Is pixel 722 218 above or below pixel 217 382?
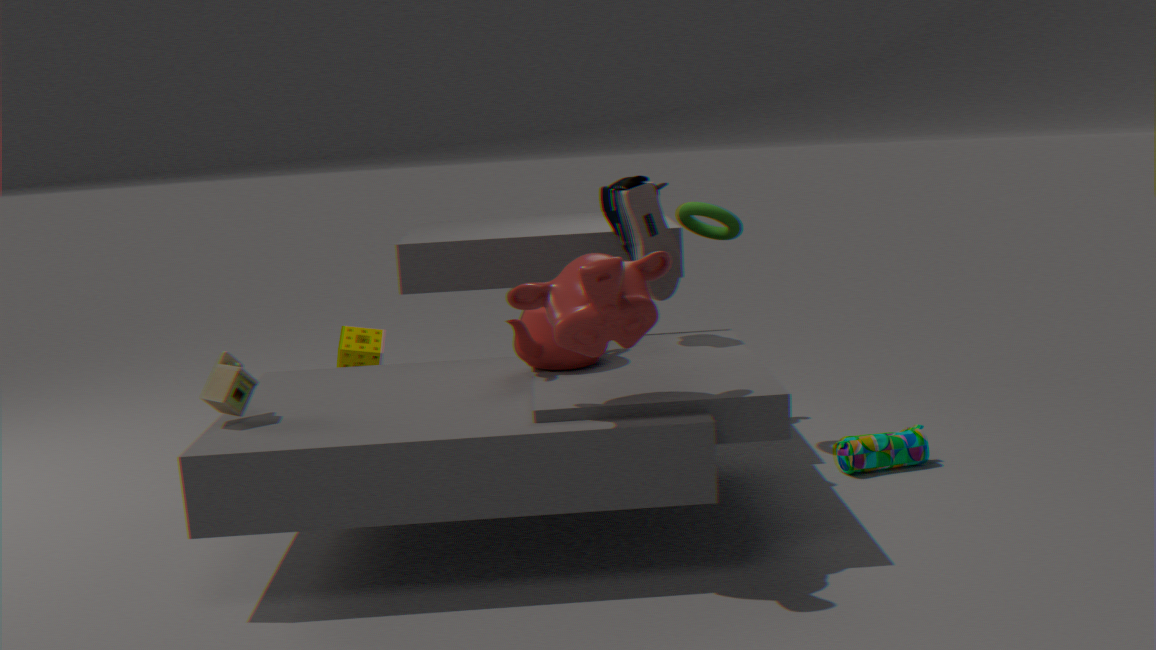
above
